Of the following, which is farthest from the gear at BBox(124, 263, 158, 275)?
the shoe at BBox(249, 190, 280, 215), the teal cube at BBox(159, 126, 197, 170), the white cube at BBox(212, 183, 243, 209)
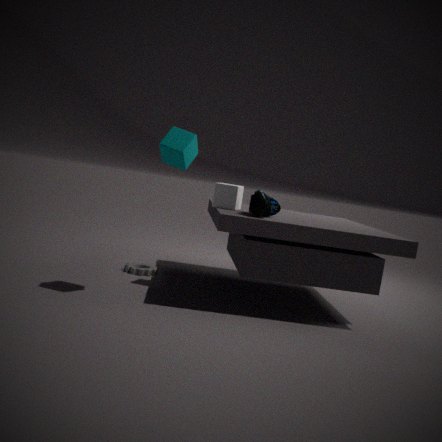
the teal cube at BBox(159, 126, 197, 170)
